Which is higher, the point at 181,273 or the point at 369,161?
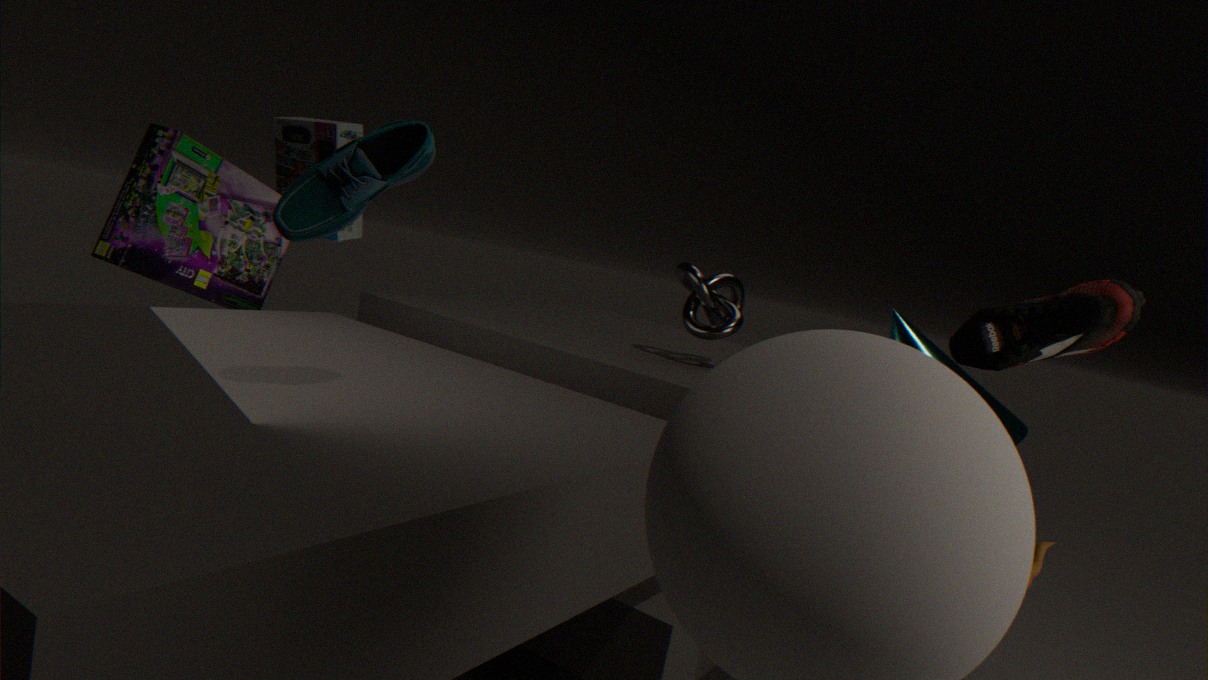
the point at 369,161
